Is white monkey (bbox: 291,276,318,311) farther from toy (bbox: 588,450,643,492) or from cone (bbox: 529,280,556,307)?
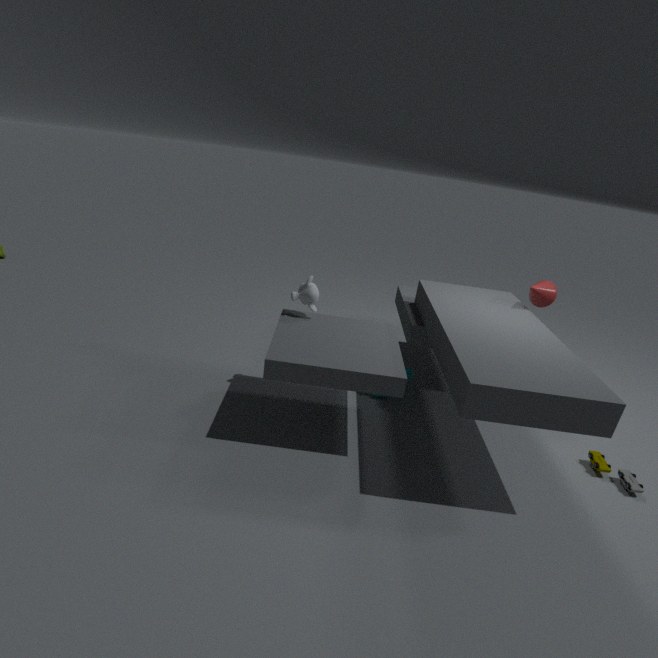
toy (bbox: 588,450,643,492)
